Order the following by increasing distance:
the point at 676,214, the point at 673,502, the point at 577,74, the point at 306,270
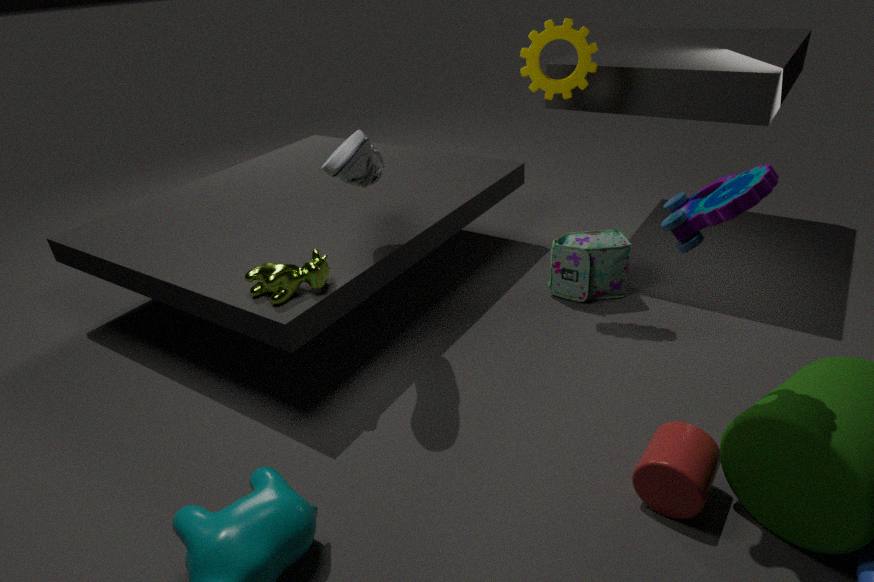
the point at 676,214, the point at 673,502, the point at 306,270, the point at 577,74
